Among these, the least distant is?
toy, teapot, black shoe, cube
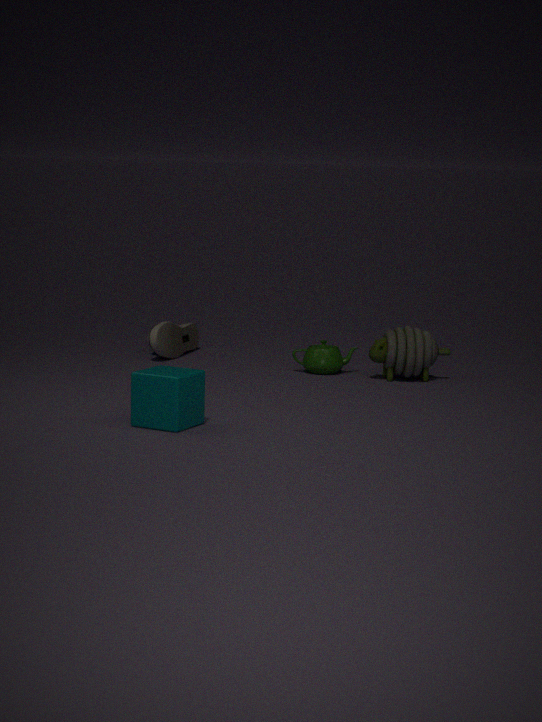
cube
